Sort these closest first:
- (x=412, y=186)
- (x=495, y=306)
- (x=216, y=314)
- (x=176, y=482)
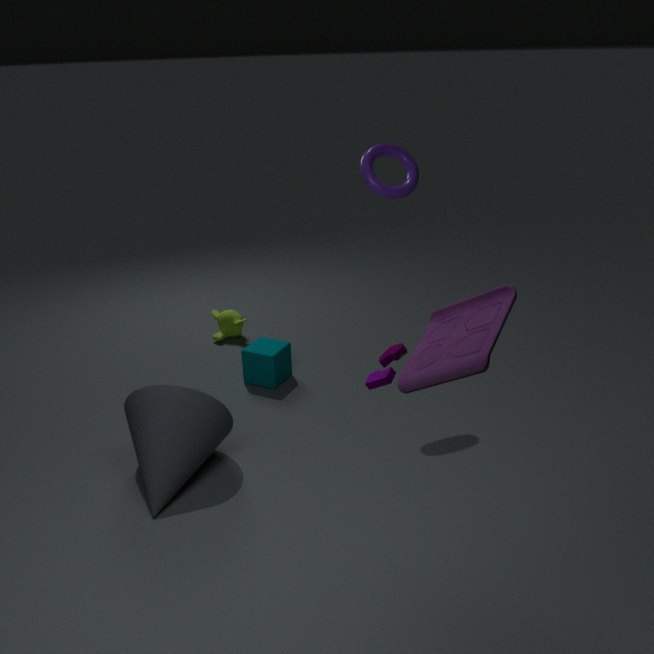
(x=495, y=306)
(x=176, y=482)
(x=412, y=186)
(x=216, y=314)
